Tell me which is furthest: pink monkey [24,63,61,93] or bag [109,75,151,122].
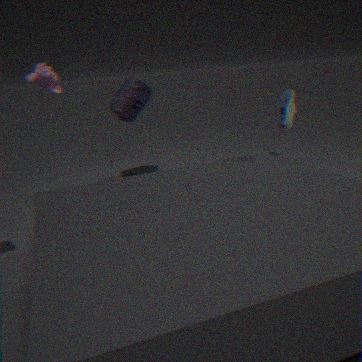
bag [109,75,151,122]
